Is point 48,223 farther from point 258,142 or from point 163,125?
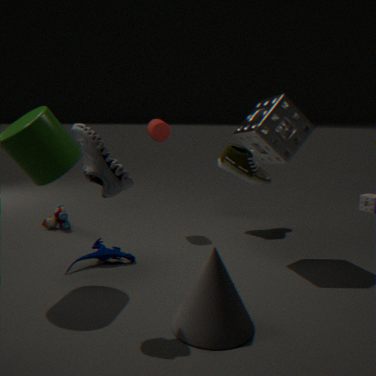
point 258,142
